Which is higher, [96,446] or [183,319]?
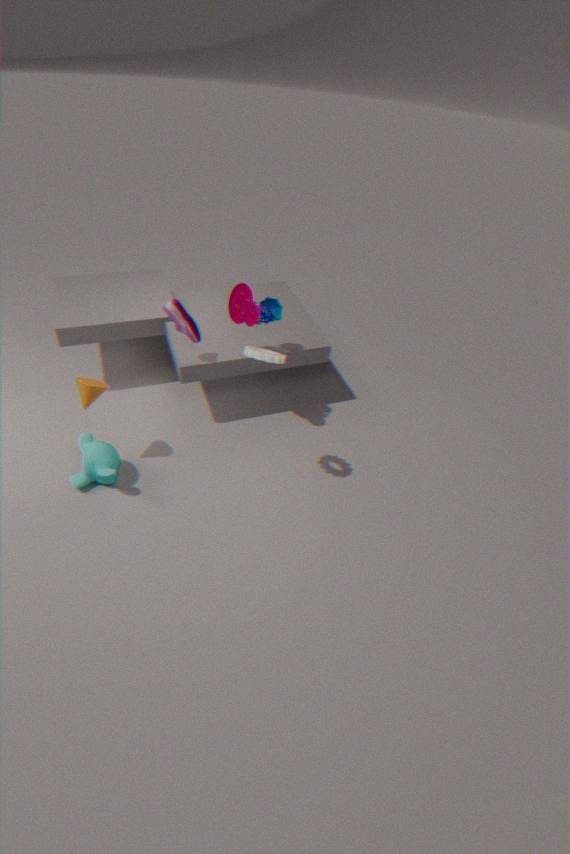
[183,319]
